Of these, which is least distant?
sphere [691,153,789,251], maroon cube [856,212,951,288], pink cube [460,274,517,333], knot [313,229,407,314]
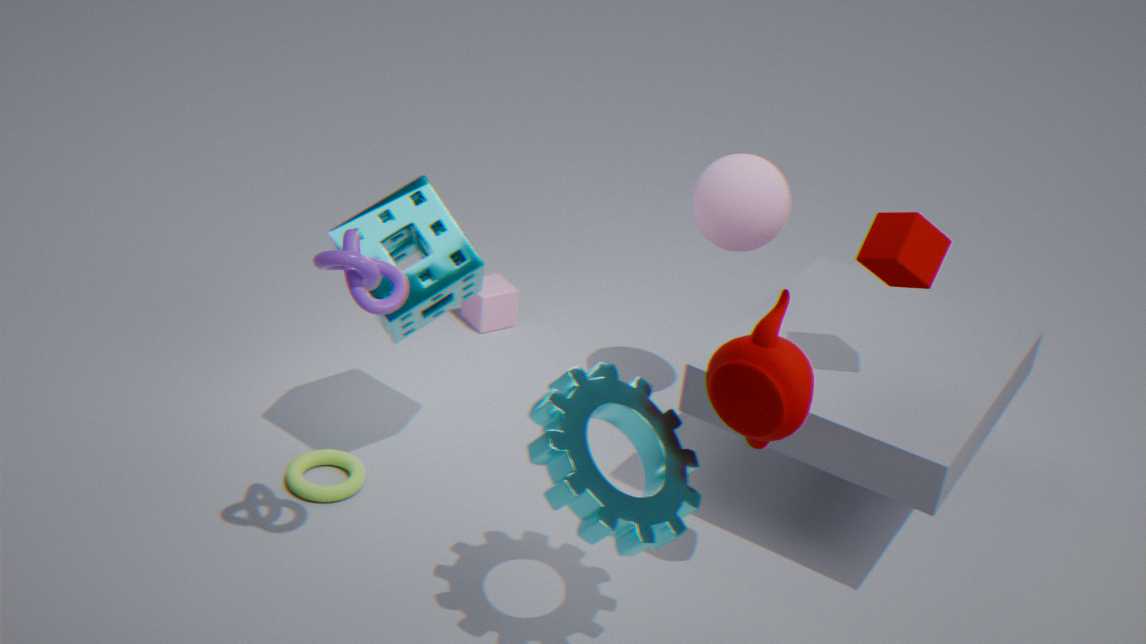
knot [313,229,407,314]
